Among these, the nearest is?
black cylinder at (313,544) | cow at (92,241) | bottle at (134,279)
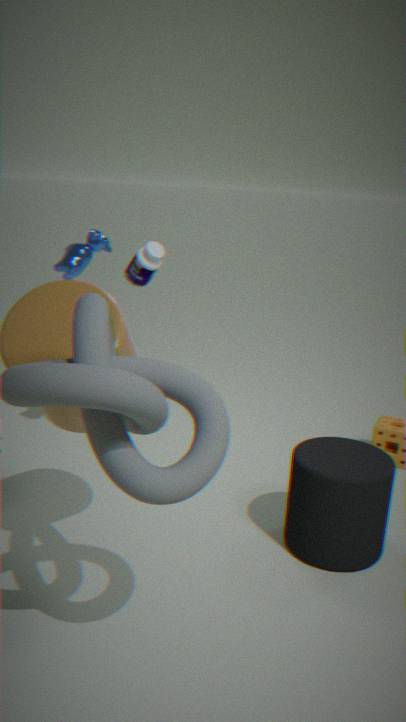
black cylinder at (313,544)
